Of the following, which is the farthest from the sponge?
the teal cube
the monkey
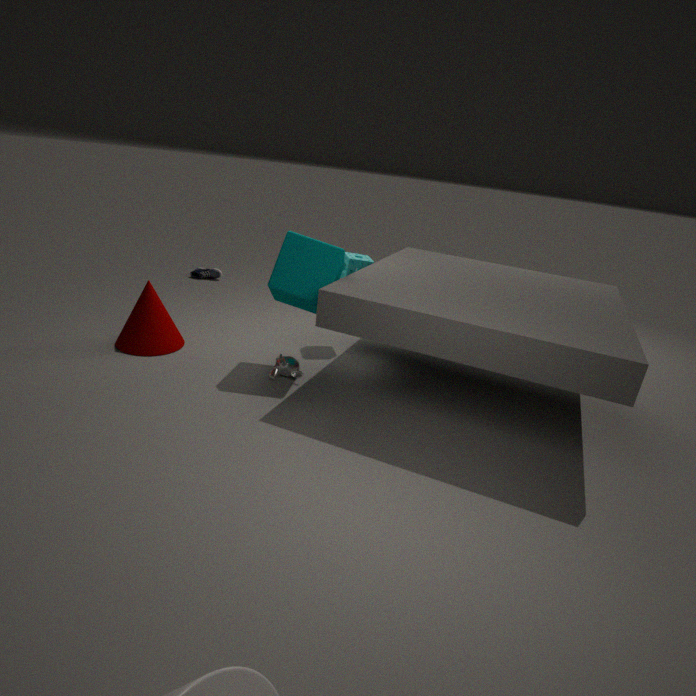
the monkey
